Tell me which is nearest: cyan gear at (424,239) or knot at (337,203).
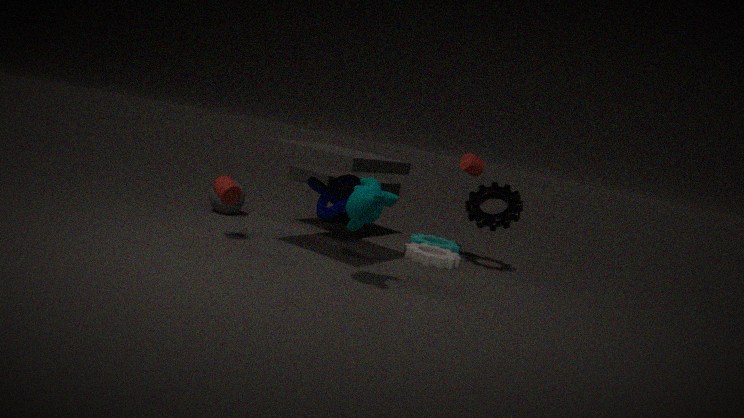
knot at (337,203)
